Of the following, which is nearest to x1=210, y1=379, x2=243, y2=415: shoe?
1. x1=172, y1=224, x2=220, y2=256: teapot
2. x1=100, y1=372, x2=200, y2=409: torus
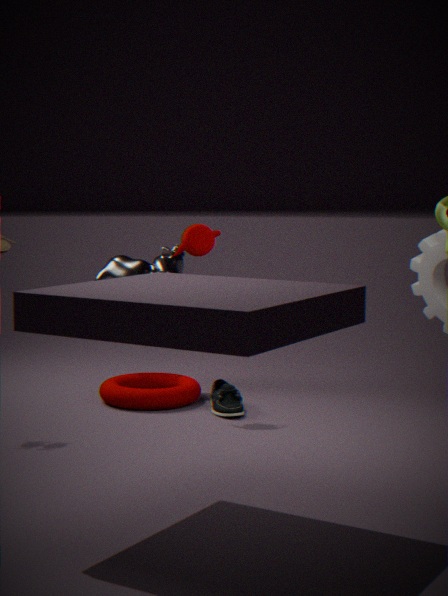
x1=100, y1=372, x2=200, y2=409: torus
